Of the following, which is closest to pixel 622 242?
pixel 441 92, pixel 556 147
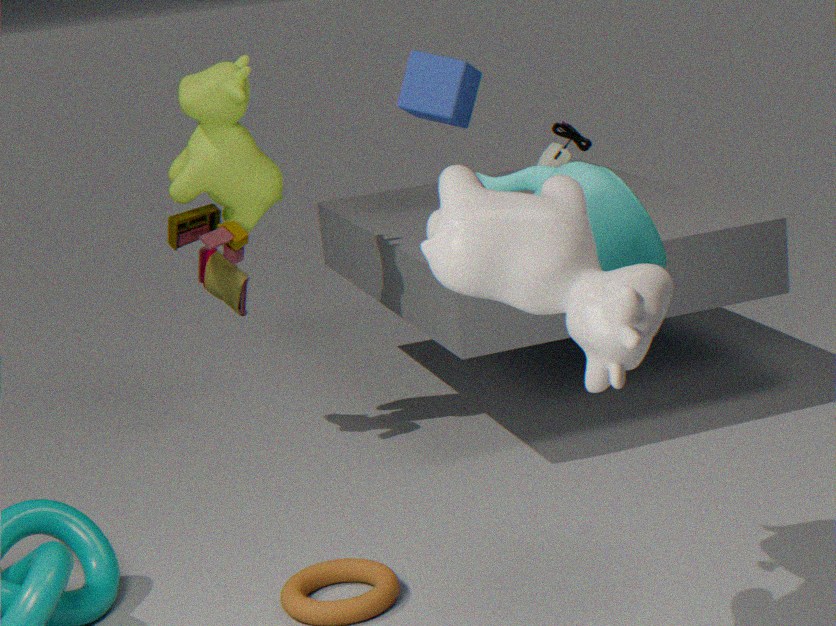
pixel 556 147
